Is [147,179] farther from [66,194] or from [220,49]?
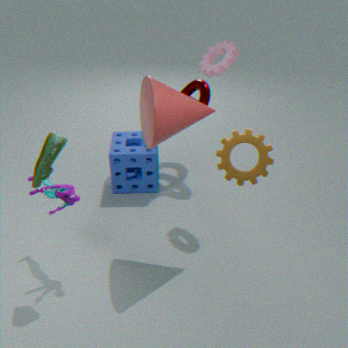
[220,49]
